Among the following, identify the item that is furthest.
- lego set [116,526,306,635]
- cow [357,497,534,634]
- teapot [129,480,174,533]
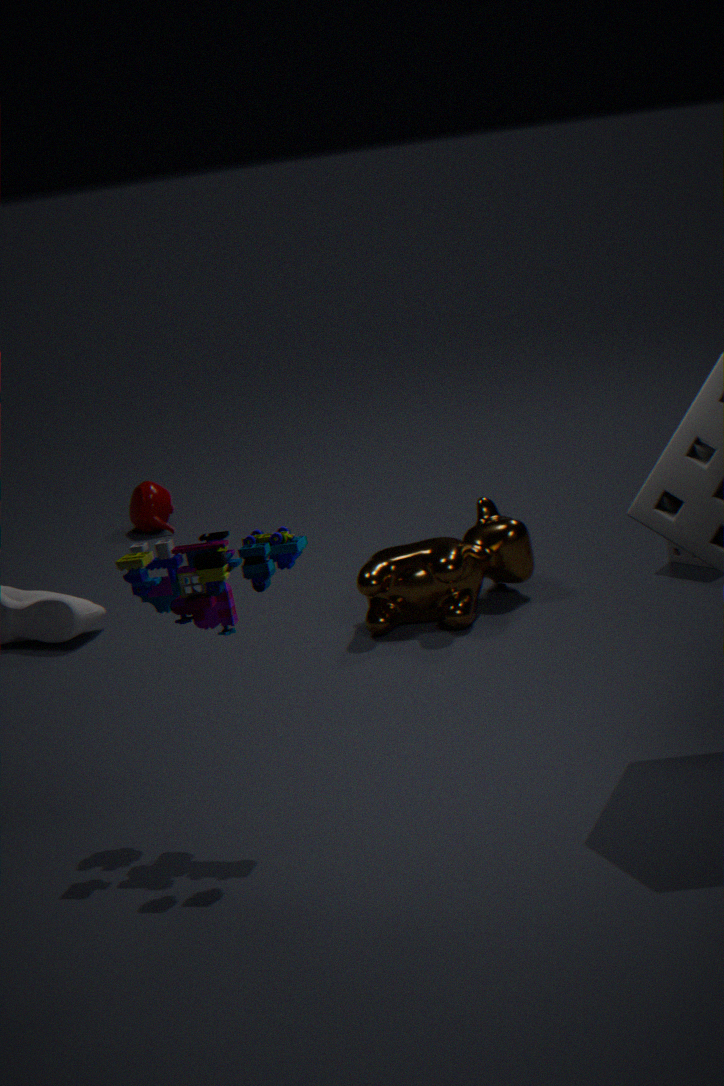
teapot [129,480,174,533]
